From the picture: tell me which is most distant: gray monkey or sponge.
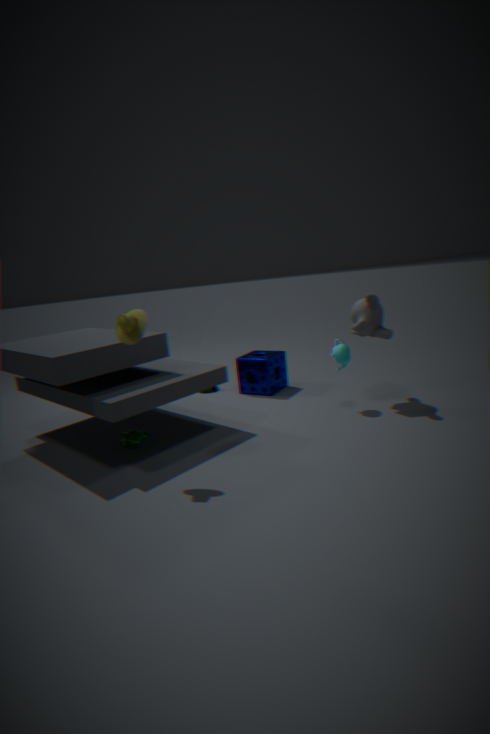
sponge
